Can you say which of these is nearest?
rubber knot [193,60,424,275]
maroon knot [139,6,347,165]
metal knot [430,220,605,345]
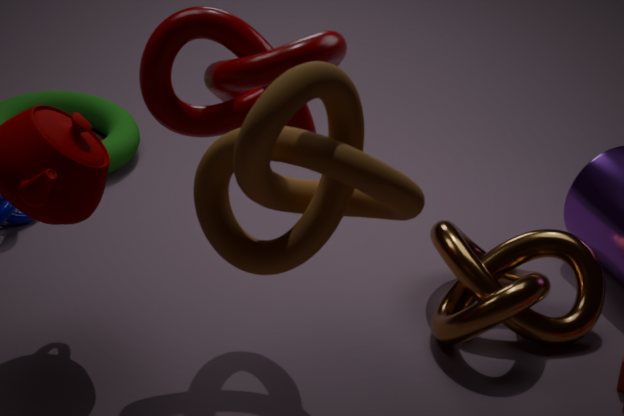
rubber knot [193,60,424,275]
